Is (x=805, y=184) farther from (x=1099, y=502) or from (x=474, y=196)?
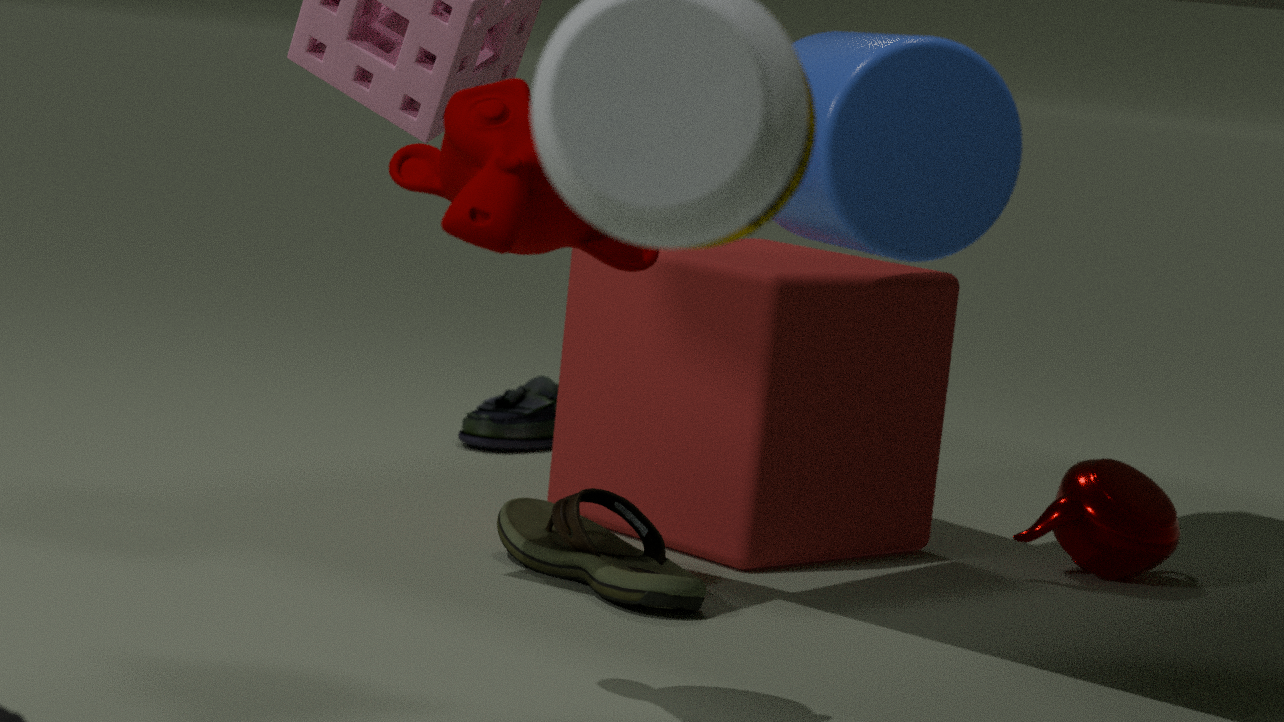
(x=1099, y=502)
